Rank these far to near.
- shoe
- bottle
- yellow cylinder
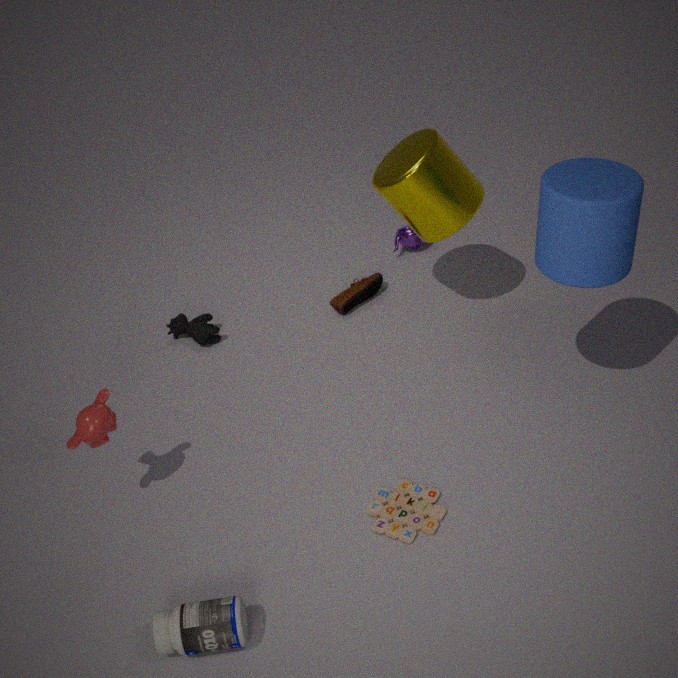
shoe, yellow cylinder, bottle
